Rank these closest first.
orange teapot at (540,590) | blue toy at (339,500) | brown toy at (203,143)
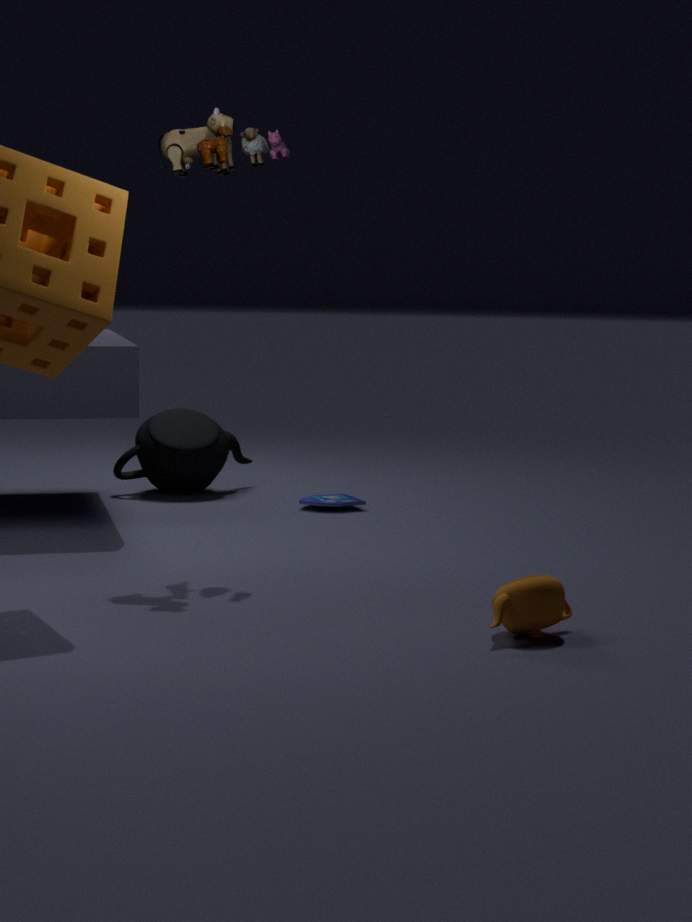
orange teapot at (540,590) → brown toy at (203,143) → blue toy at (339,500)
